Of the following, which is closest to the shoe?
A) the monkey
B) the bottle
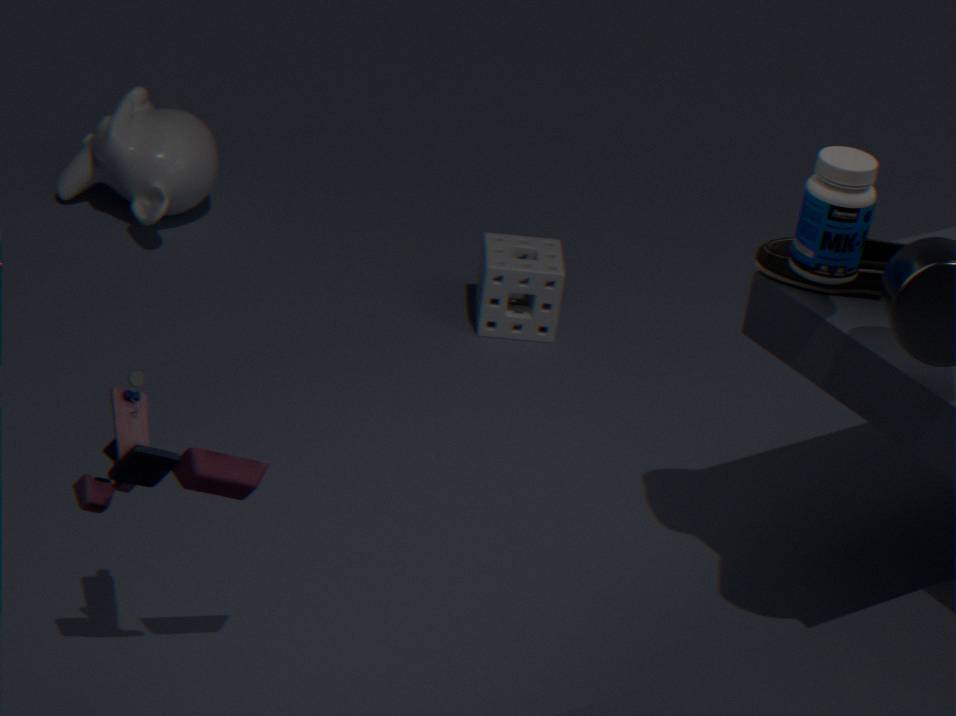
the bottle
